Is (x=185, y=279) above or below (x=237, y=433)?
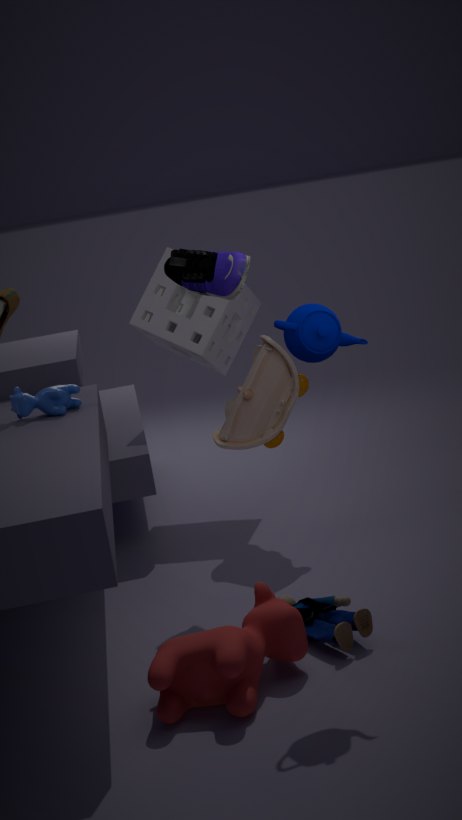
above
